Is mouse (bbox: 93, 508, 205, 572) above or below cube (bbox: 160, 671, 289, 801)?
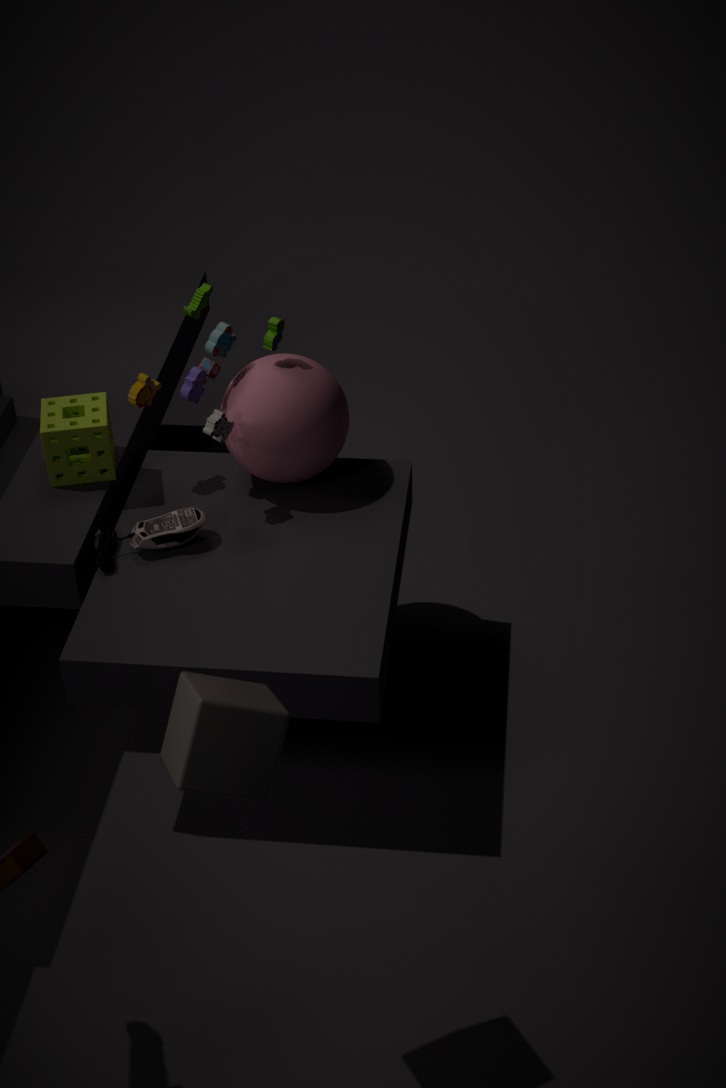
below
